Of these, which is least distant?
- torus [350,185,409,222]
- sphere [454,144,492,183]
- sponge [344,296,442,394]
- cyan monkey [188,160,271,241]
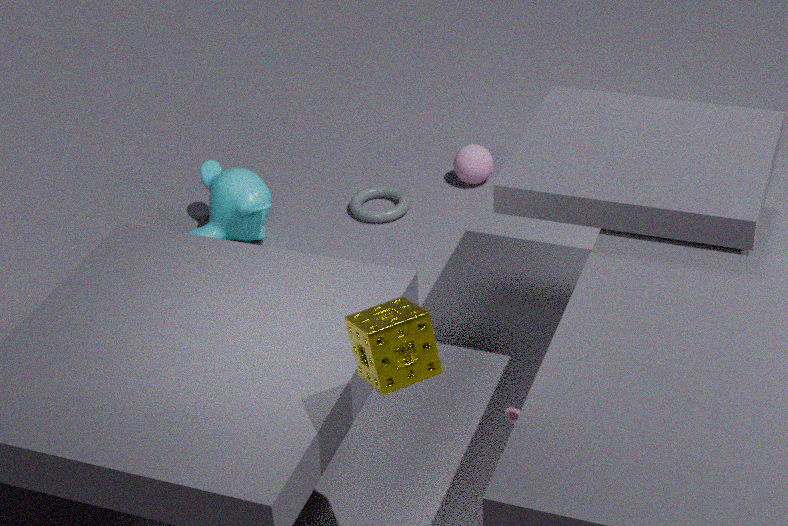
sponge [344,296,442,394]
